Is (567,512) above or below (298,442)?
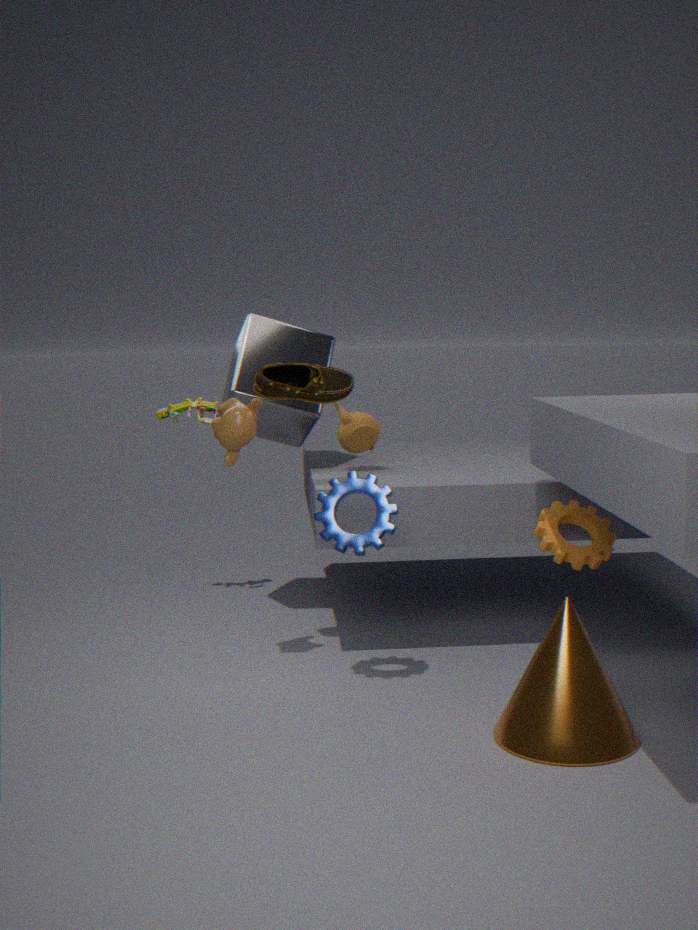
below
